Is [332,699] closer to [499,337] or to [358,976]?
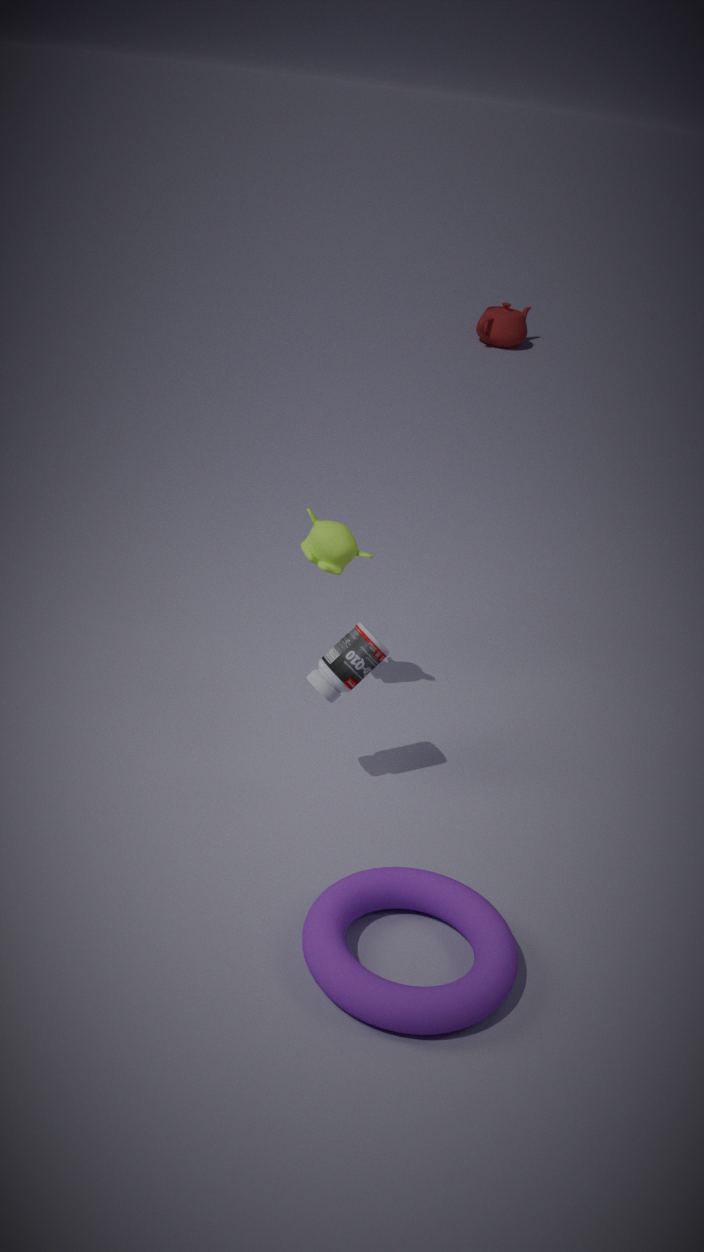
[358,976]
